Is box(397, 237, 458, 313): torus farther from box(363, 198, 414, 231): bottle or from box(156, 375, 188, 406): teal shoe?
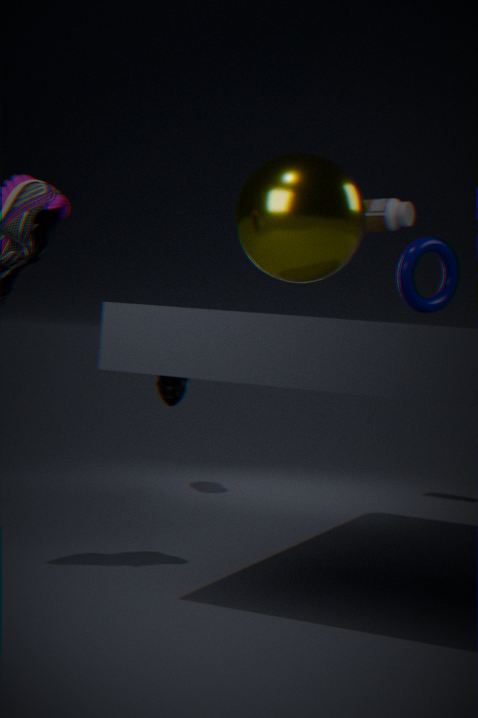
box(156, 375, 188, 406): teal shoe
